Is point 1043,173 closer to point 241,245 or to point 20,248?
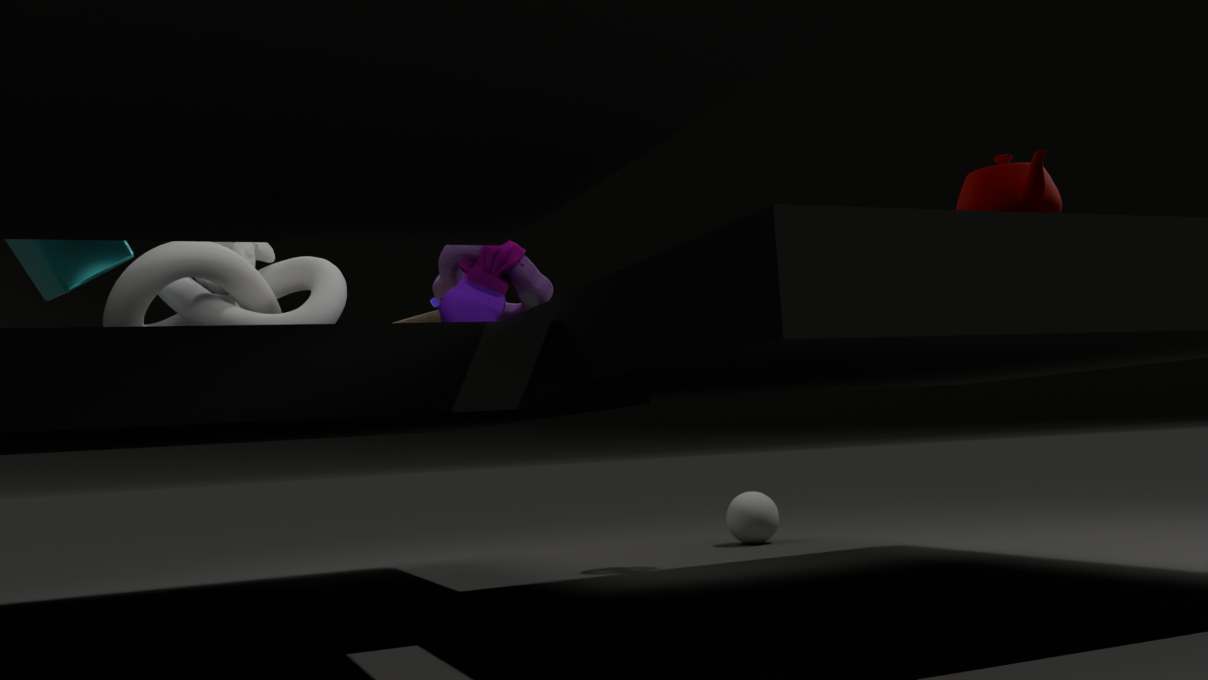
point 241,245
